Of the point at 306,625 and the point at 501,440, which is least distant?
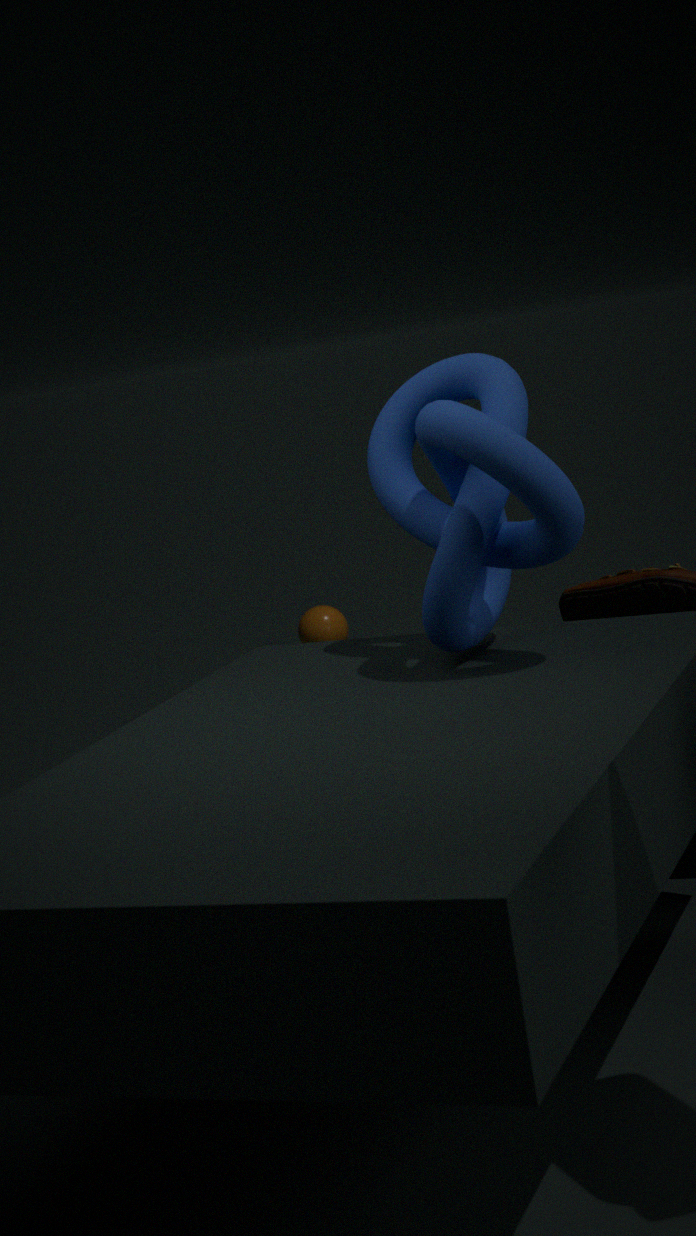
the point at 501,440
